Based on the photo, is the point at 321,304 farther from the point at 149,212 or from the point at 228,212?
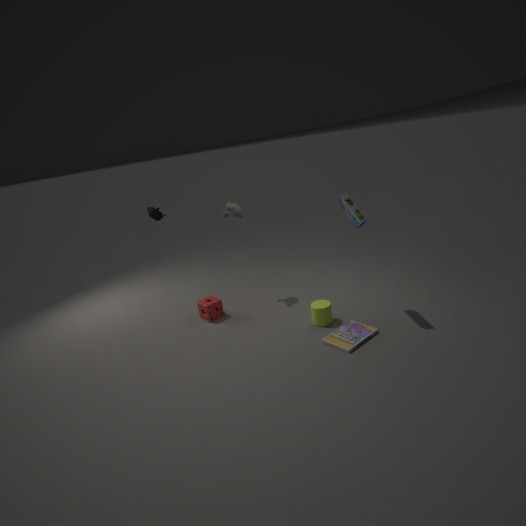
the point at 149,212
